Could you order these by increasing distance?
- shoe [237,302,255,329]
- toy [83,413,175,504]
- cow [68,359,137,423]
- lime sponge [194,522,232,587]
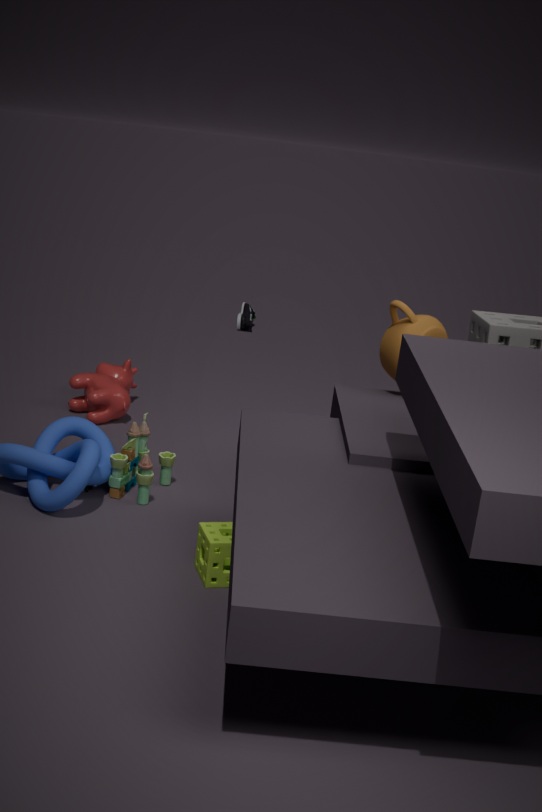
lime sponge [194,522,232,587] < toy [83,413,175,504] < cow [68,359,137,423] < shoe [237,302,255,329]
